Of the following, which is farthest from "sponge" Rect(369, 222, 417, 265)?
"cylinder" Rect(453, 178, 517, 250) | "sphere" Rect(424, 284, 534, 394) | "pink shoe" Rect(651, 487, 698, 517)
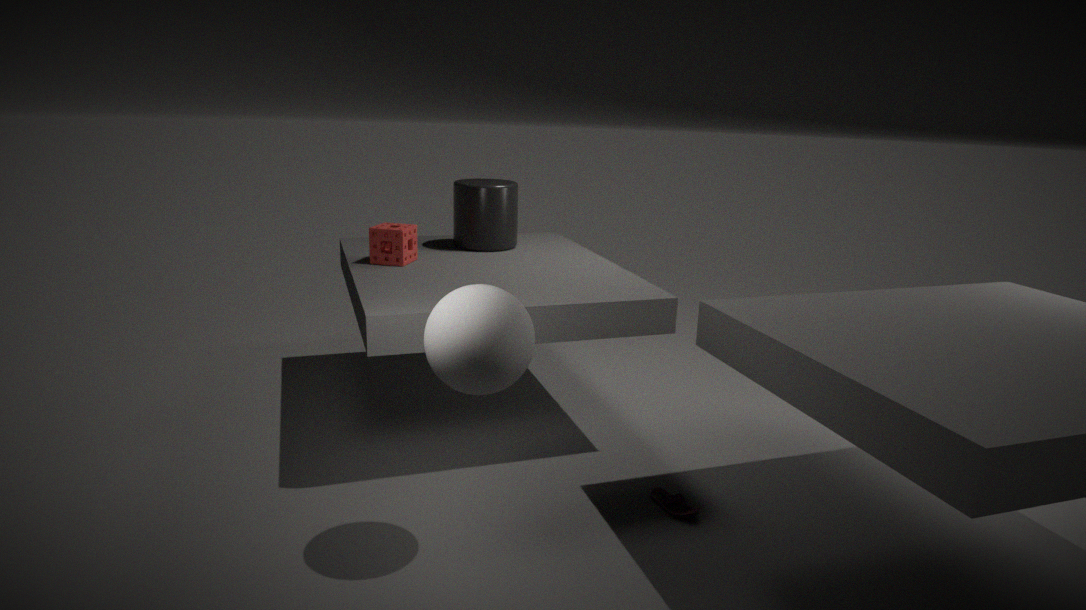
"pink shoe" Rect(651, 487, 698, 517)
